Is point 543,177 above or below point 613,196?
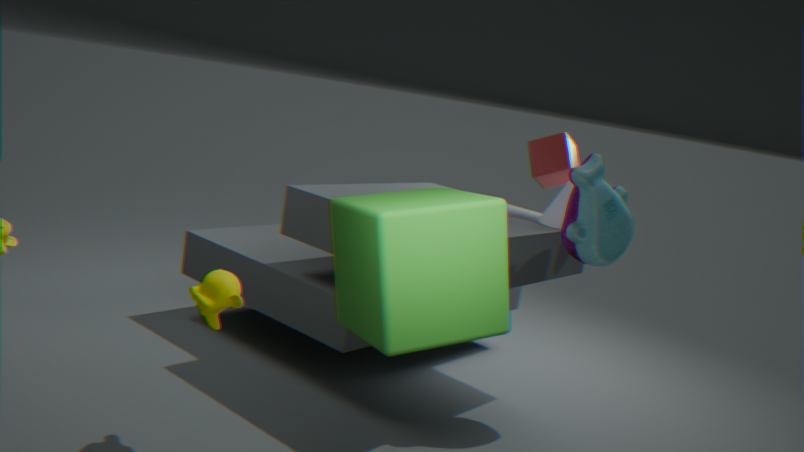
above
